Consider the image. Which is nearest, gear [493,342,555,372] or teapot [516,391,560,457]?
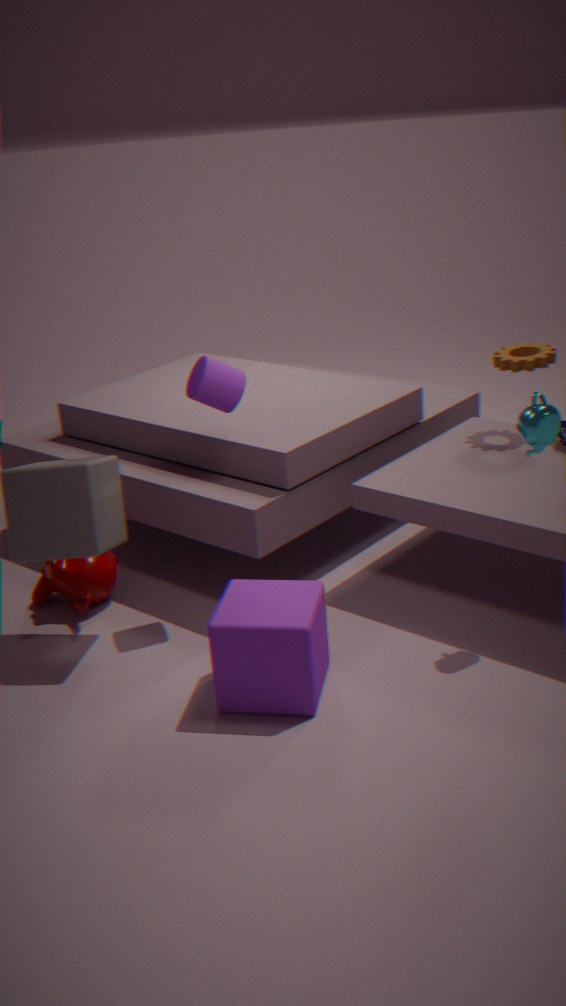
teapot [516,391,560,457]
